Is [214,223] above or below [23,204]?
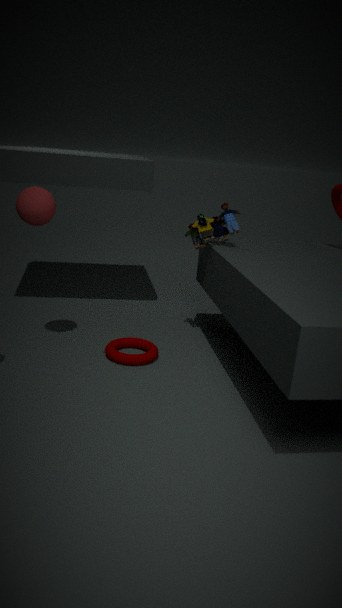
below
